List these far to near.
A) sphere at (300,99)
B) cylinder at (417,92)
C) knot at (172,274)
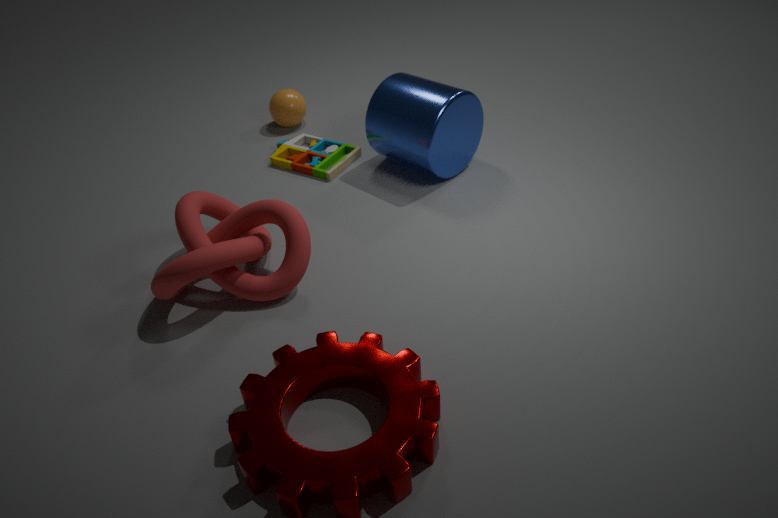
sphere at (300,99), cylinder at (417,92), knot at (172,274)
